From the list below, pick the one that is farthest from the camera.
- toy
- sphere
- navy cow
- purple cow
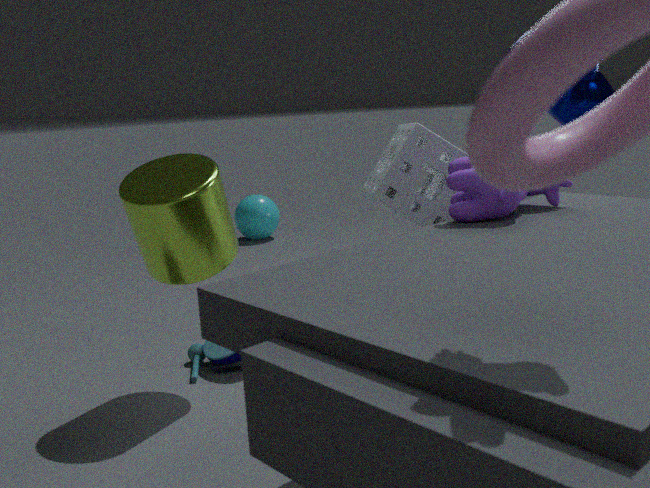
sphere
